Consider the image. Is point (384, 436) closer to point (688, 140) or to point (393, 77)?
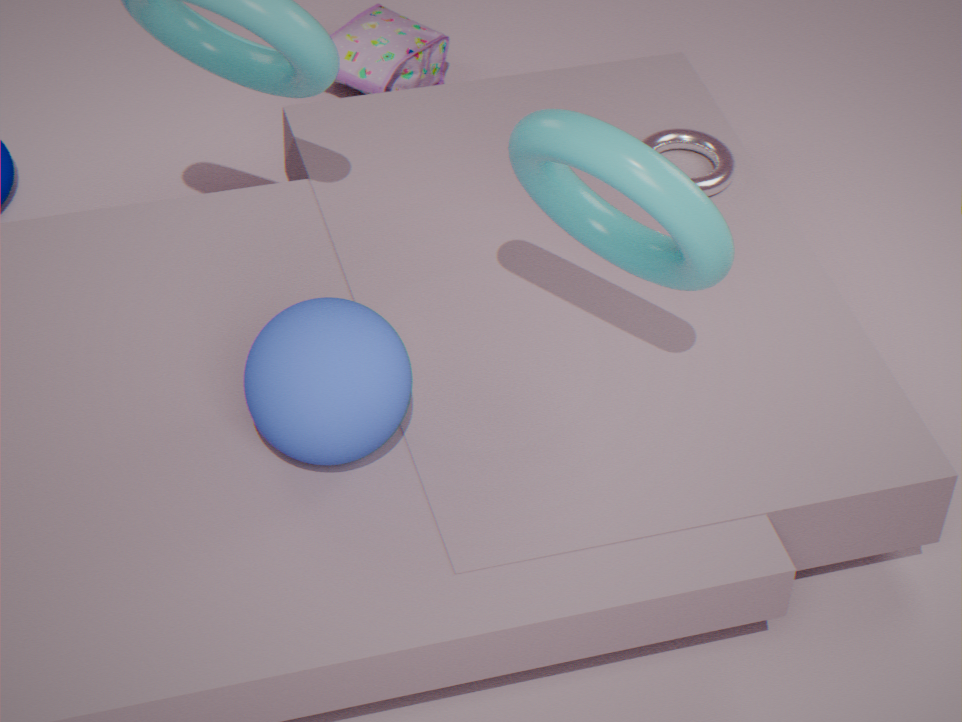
point (688, 140)
